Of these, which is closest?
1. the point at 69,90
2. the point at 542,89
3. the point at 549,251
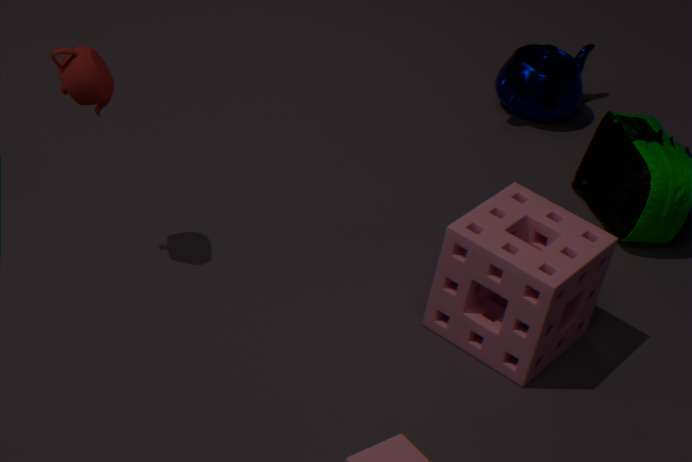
the point at 69,90
